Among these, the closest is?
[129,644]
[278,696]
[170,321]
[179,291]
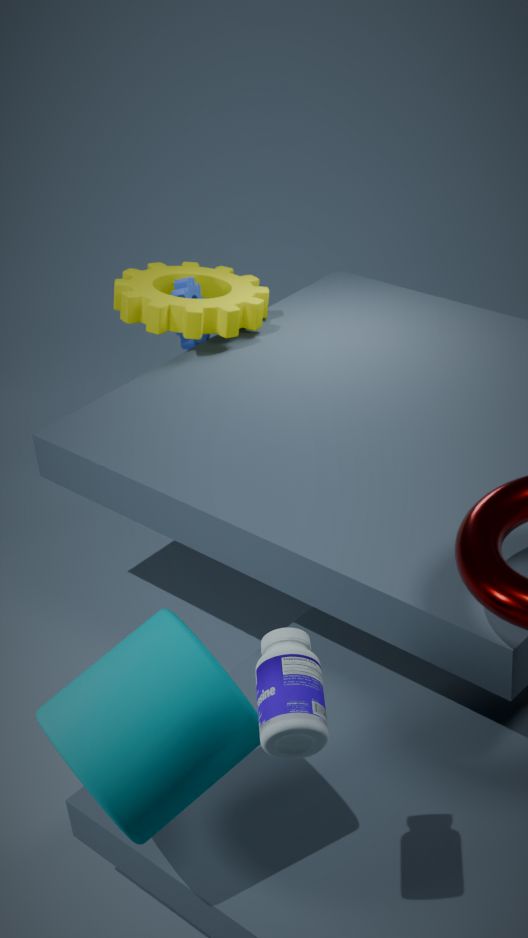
[278,696]
